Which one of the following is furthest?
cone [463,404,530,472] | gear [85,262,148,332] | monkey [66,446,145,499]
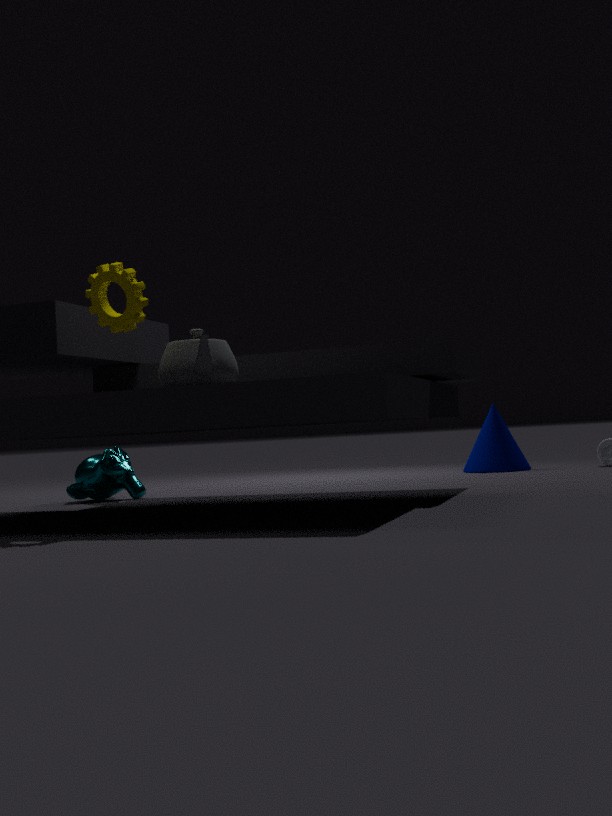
cone [463,404,530,472]
